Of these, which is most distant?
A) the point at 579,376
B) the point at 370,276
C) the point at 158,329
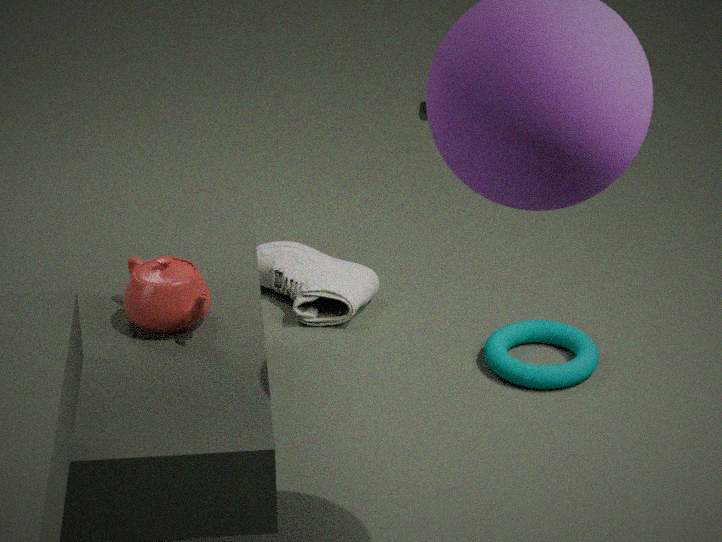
the point at 370,276
